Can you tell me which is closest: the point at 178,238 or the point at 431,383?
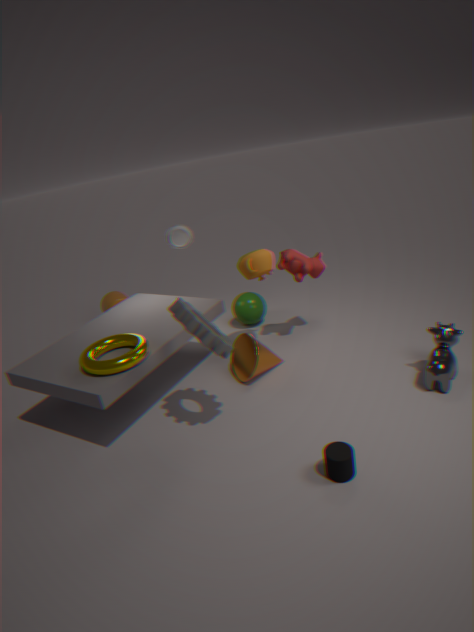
the point at 431,383
